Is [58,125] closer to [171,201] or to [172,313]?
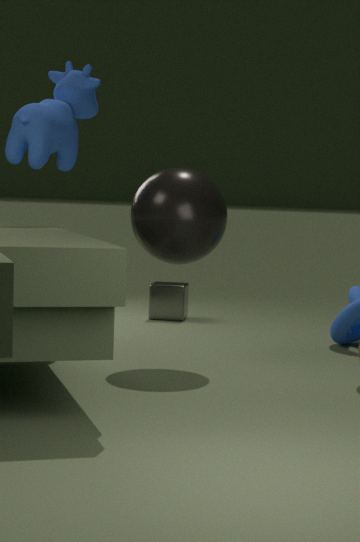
[171,201]
